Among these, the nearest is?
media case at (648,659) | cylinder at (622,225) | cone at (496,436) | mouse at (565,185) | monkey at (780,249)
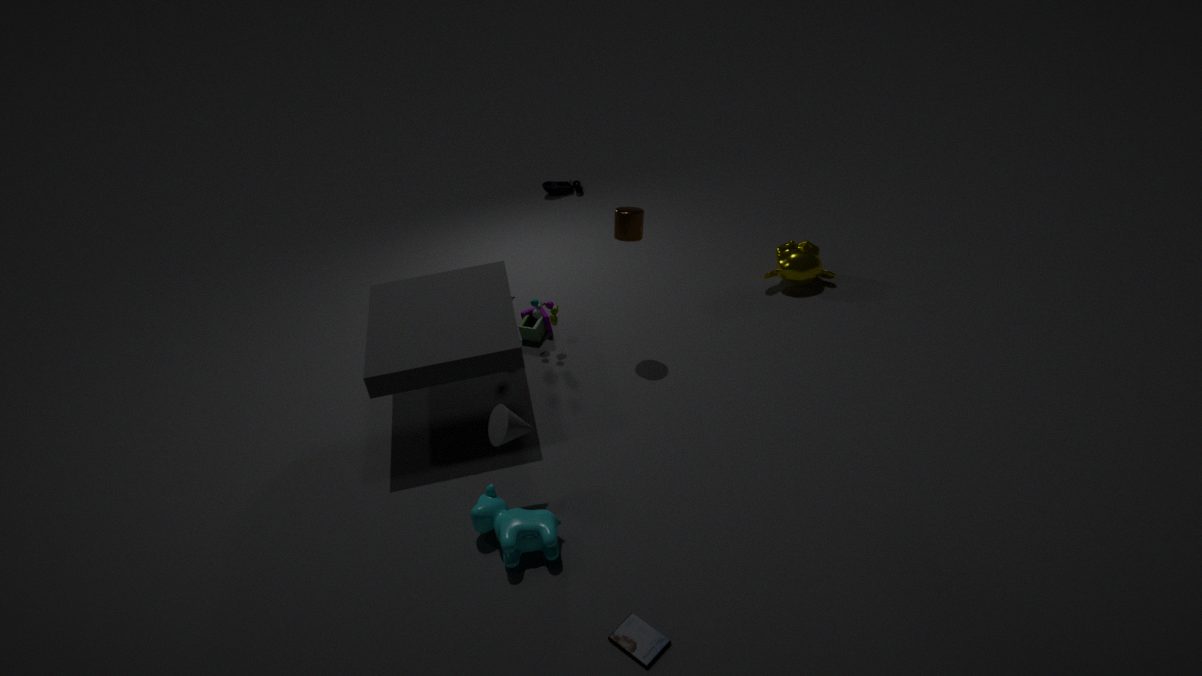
media case at (648,659)
